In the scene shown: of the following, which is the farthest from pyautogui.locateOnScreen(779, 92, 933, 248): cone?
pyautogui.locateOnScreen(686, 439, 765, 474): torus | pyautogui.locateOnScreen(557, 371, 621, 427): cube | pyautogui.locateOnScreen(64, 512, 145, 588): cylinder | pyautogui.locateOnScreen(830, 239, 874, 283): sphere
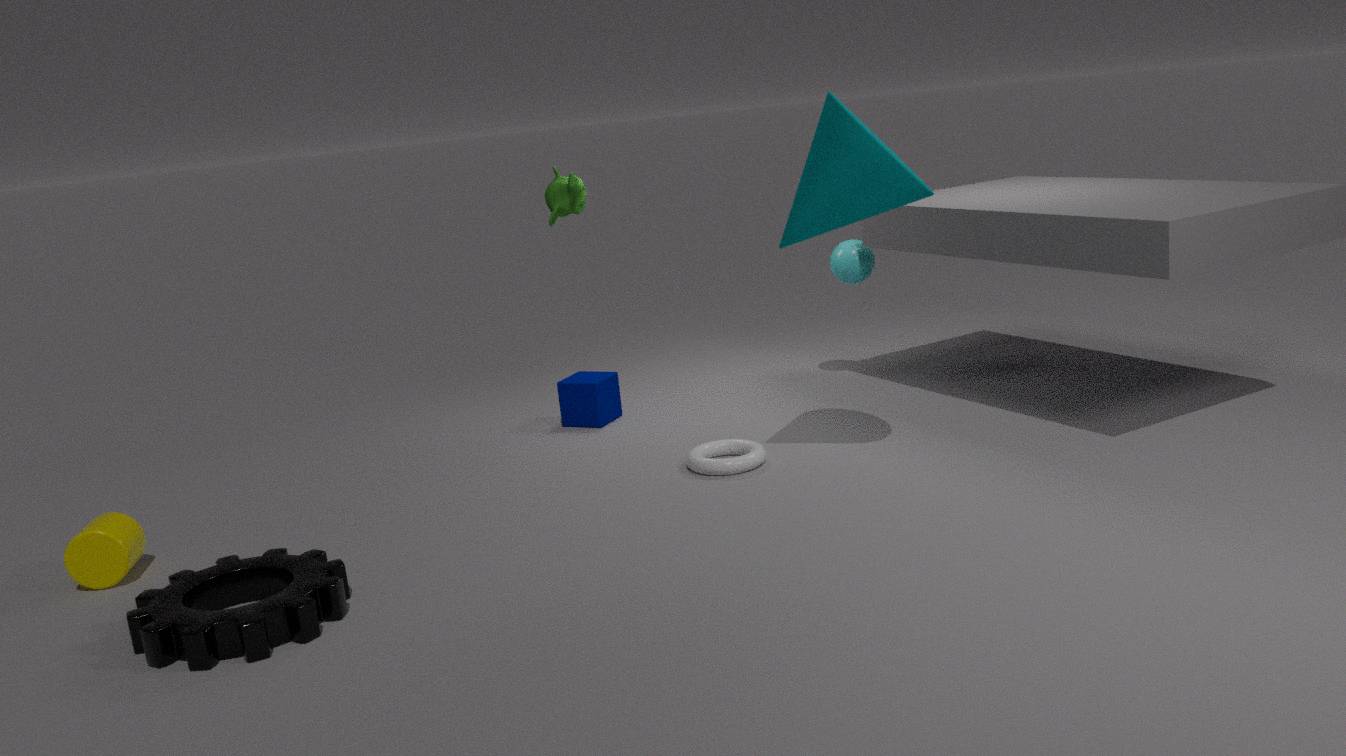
pyautogui.locateOnScreen(64, 512, 145, 588): cylinder
